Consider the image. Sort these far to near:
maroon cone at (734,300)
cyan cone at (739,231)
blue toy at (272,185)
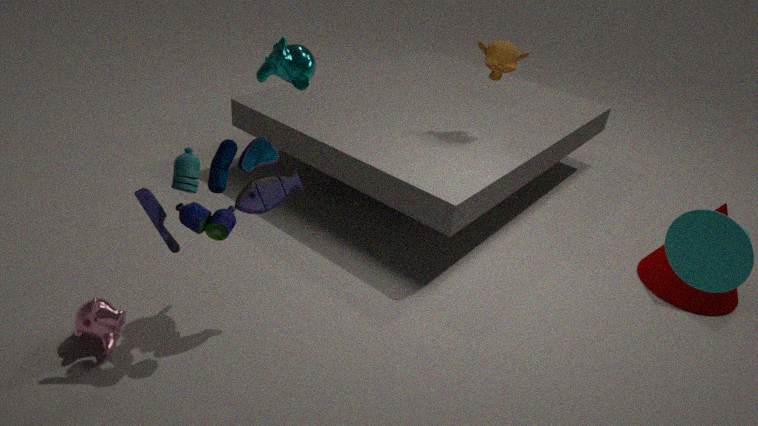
maroon cone at (734,300)
blue toy at (272,185)
cyan cone at (739,231)
